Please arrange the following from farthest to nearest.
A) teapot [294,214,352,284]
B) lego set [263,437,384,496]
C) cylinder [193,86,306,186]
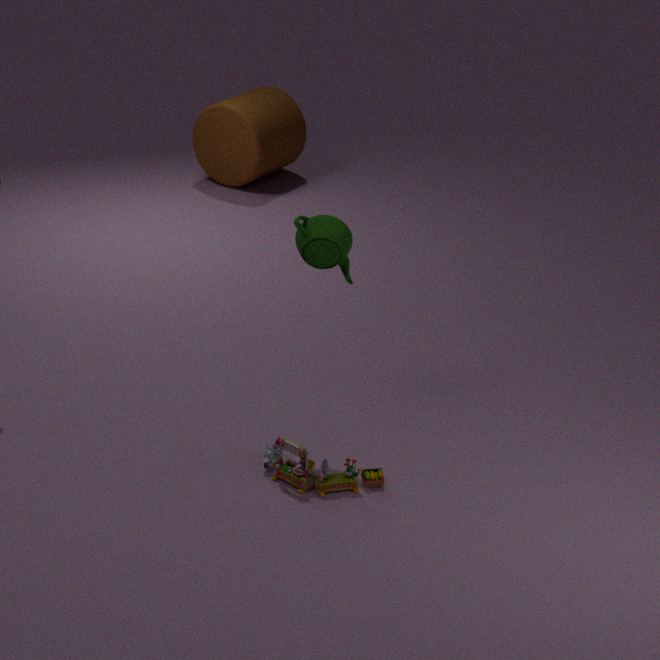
cylinder [193,86,306,186] < teapot [294,214,352,284] < lego set [263,437,384,496]
